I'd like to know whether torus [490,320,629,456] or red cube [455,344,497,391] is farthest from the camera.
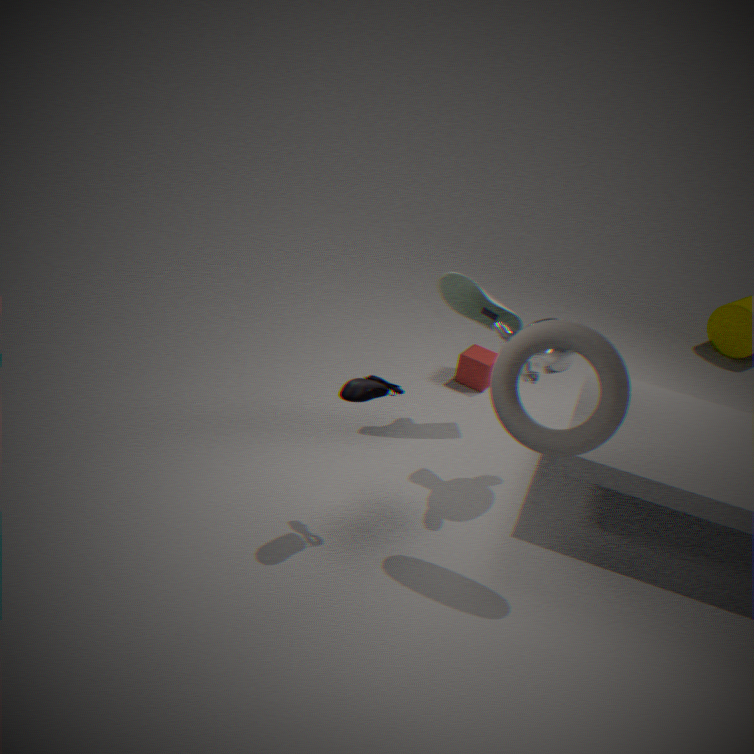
red cube [455,344,497,391]
